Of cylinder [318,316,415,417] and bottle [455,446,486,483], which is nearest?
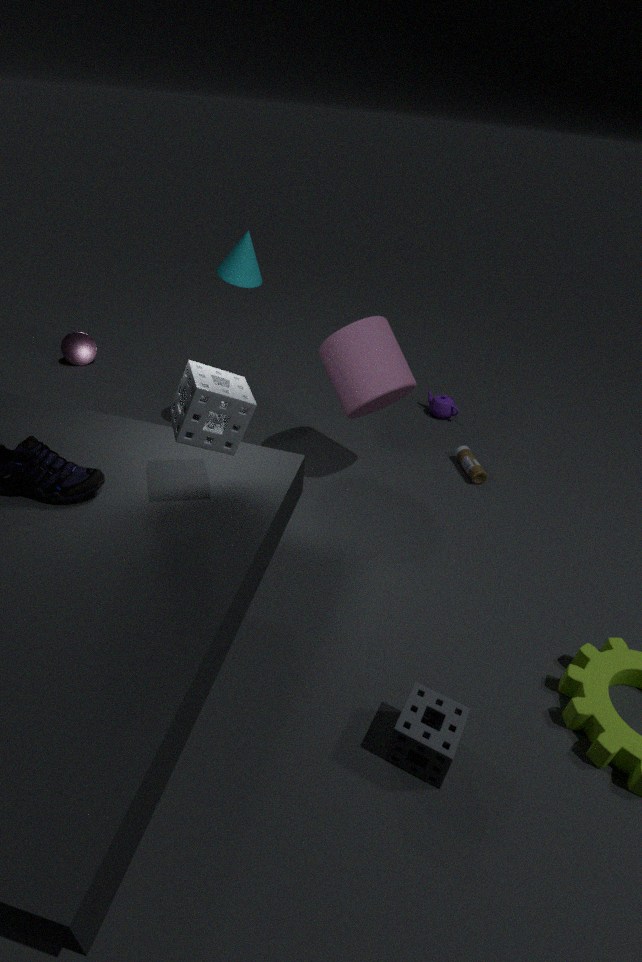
cylinder [318,316,415,417]
